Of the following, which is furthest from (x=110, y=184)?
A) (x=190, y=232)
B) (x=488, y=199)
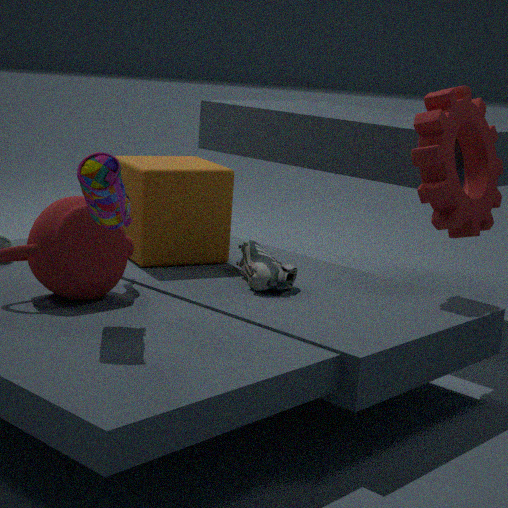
(x=488, y=199)
